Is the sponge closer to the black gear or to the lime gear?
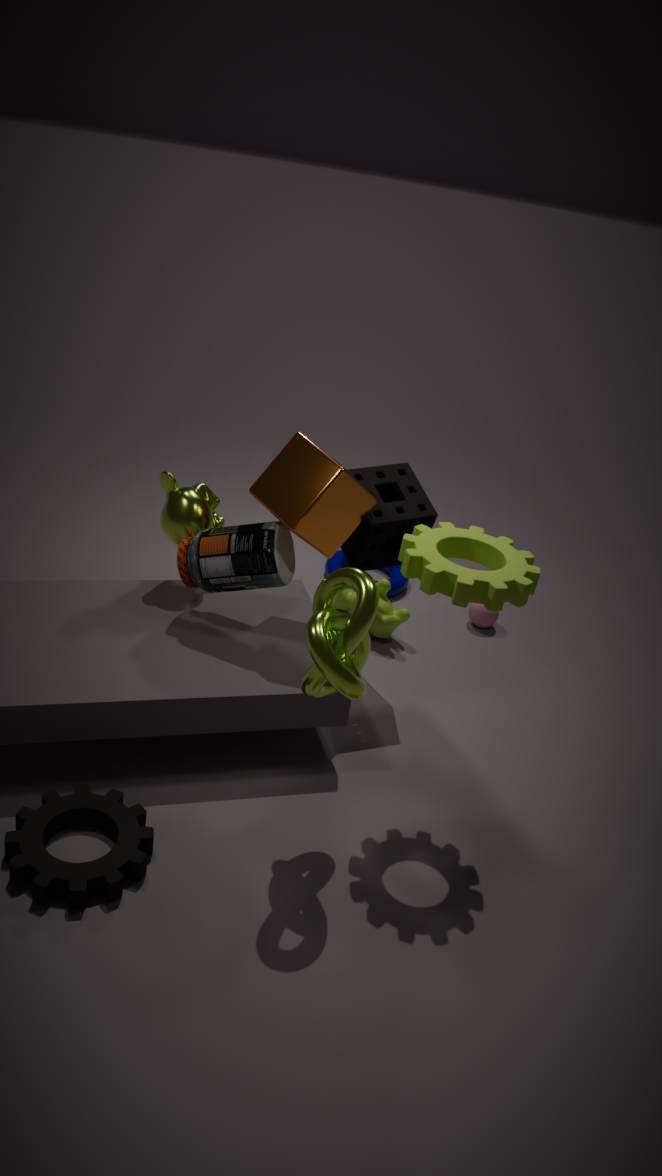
the lime gear
